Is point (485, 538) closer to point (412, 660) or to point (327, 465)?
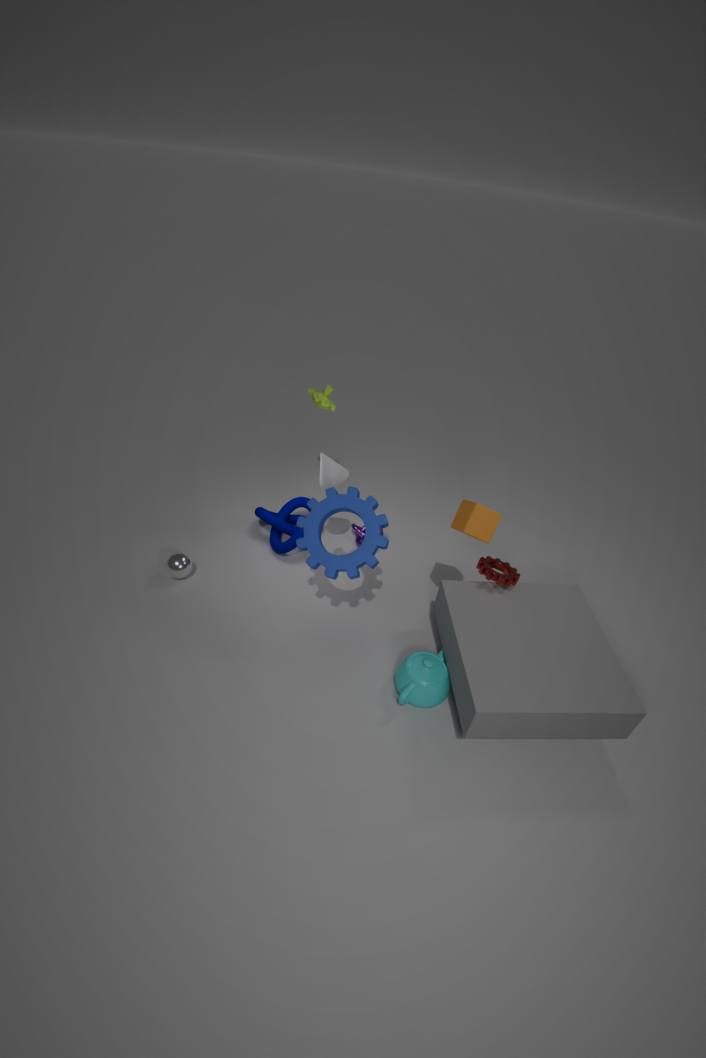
point (412, 660)
